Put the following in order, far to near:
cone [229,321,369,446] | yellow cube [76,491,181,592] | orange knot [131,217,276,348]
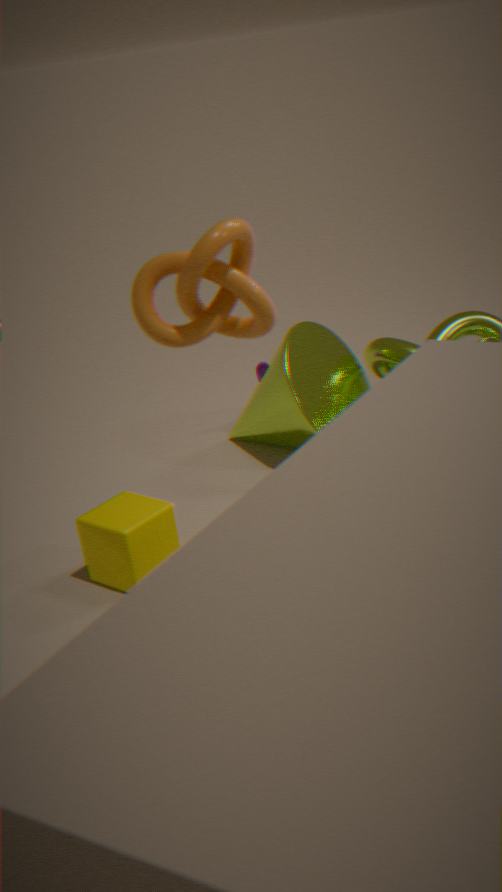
cone [229,321,369,446], yellow cube [76,491,181,592], orange knot [131,217,276,348]
